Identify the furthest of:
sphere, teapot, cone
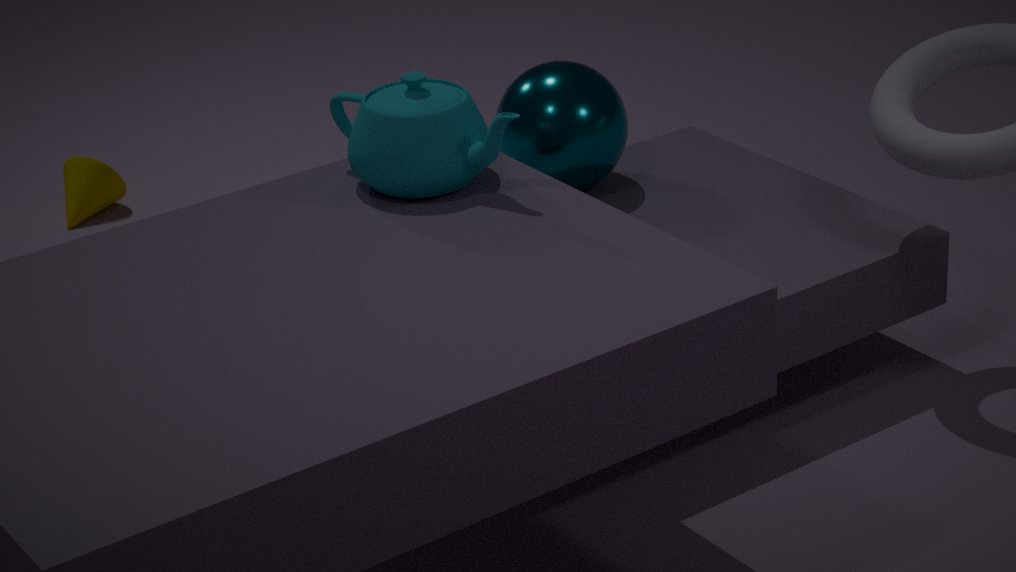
cone
